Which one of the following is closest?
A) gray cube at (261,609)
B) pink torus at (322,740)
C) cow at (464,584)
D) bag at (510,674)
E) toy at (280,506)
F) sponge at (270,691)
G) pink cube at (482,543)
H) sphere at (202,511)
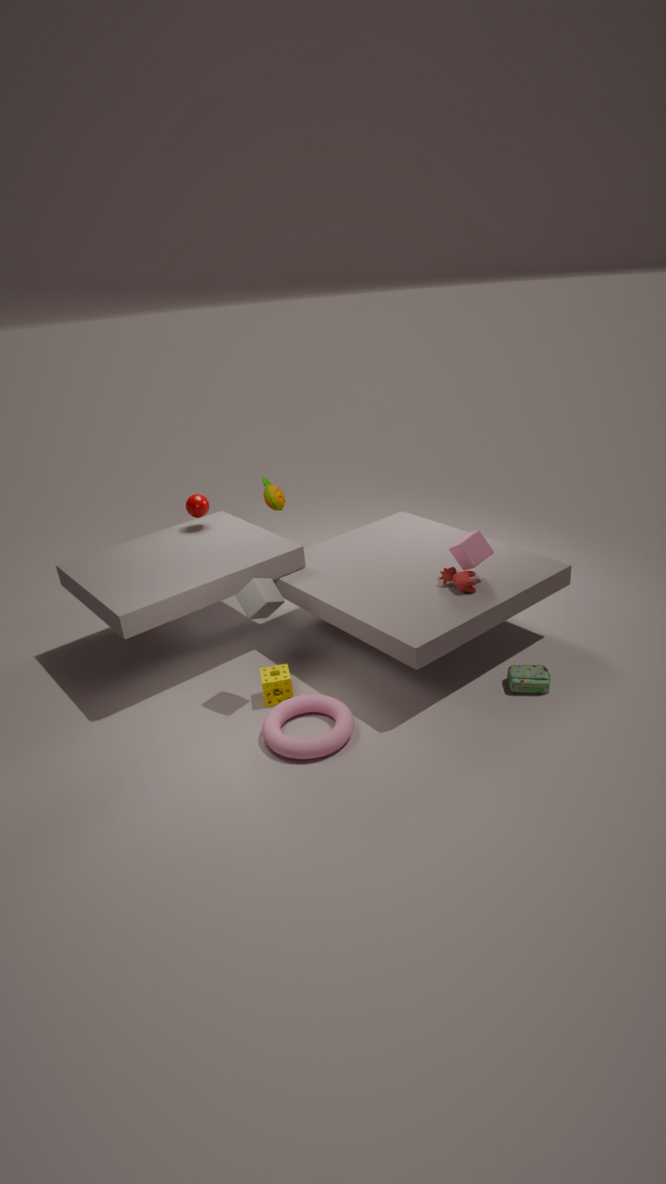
pink torus at (322,740)
